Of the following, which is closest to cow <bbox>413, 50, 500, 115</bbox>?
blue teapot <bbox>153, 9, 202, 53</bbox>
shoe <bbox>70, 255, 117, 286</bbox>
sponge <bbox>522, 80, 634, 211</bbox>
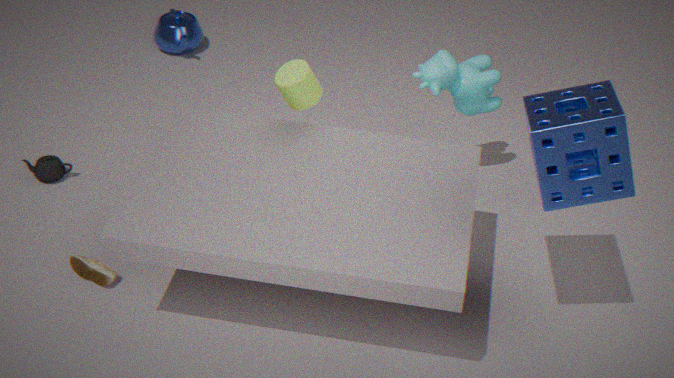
sponge <bbox>522, 80, 634, 211</bbox>
